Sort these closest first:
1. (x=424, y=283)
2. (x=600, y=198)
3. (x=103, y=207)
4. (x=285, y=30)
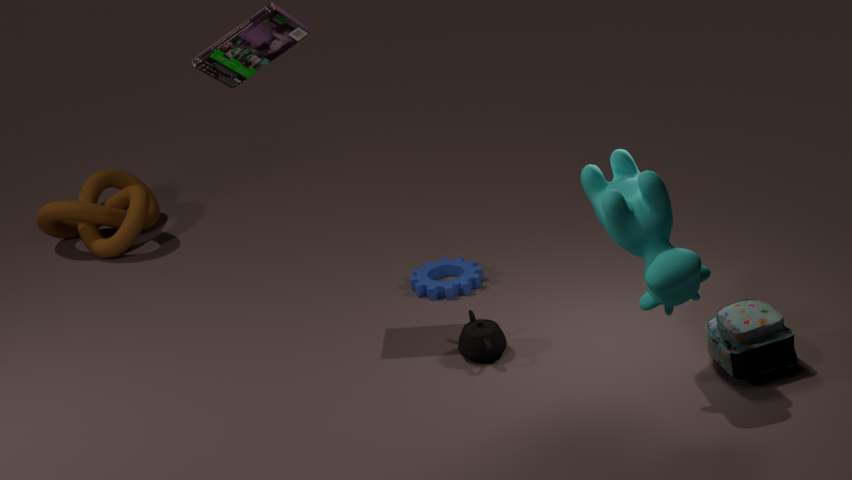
(x=600, y=198)
(x=285, y=30)
(x=424, y=283)
(x=103, y=207)
